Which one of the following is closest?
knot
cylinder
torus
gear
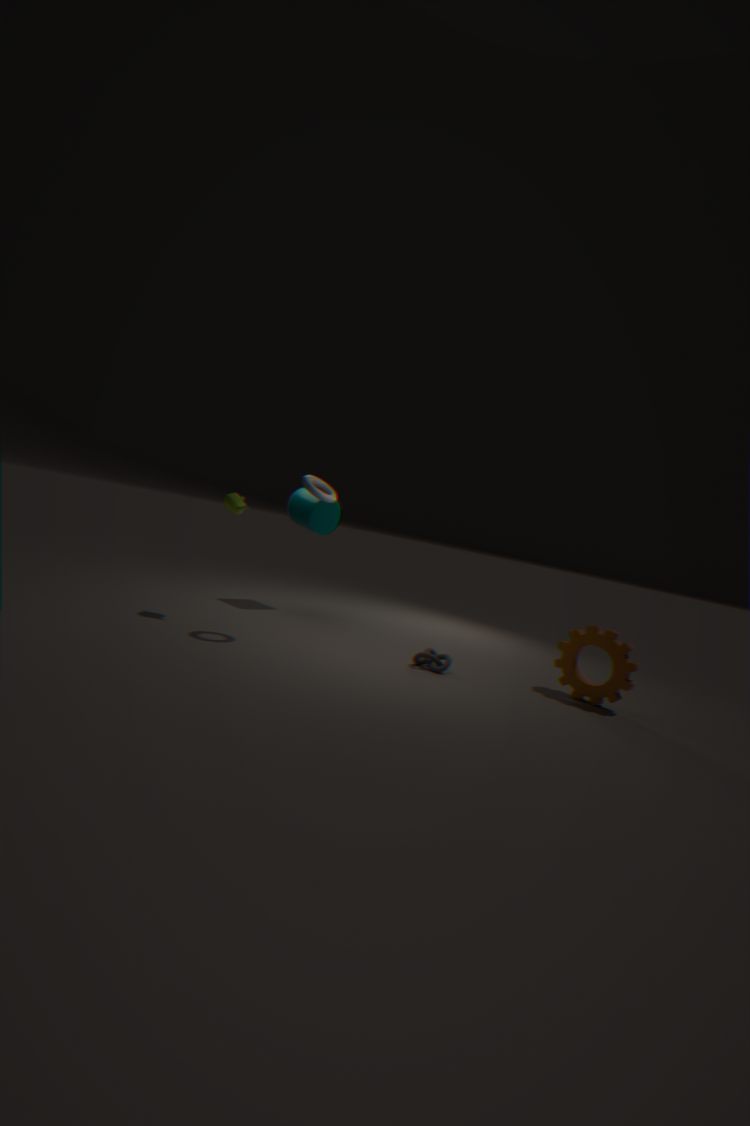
torus
